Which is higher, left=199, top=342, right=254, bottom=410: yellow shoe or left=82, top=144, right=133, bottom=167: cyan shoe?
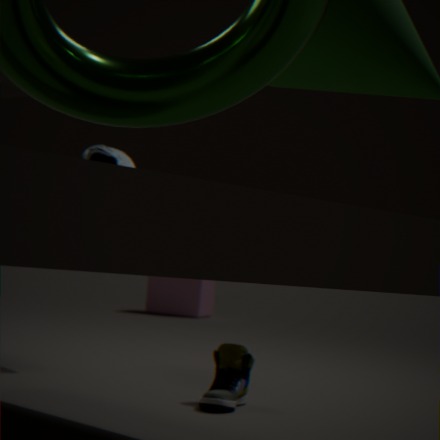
left=82, top=144, right=133, bottom=167: cyan shoe
